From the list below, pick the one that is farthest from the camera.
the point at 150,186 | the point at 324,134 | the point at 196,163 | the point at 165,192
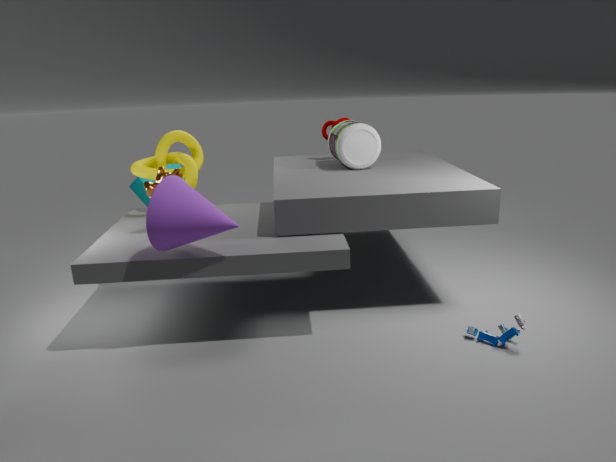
the point at 324,134
